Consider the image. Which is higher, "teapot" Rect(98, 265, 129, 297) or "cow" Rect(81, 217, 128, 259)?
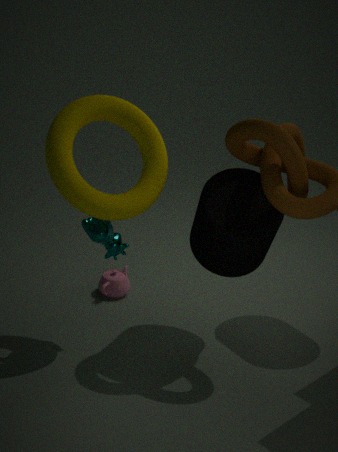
"cow" Rect(81, 217, 128, 259)
